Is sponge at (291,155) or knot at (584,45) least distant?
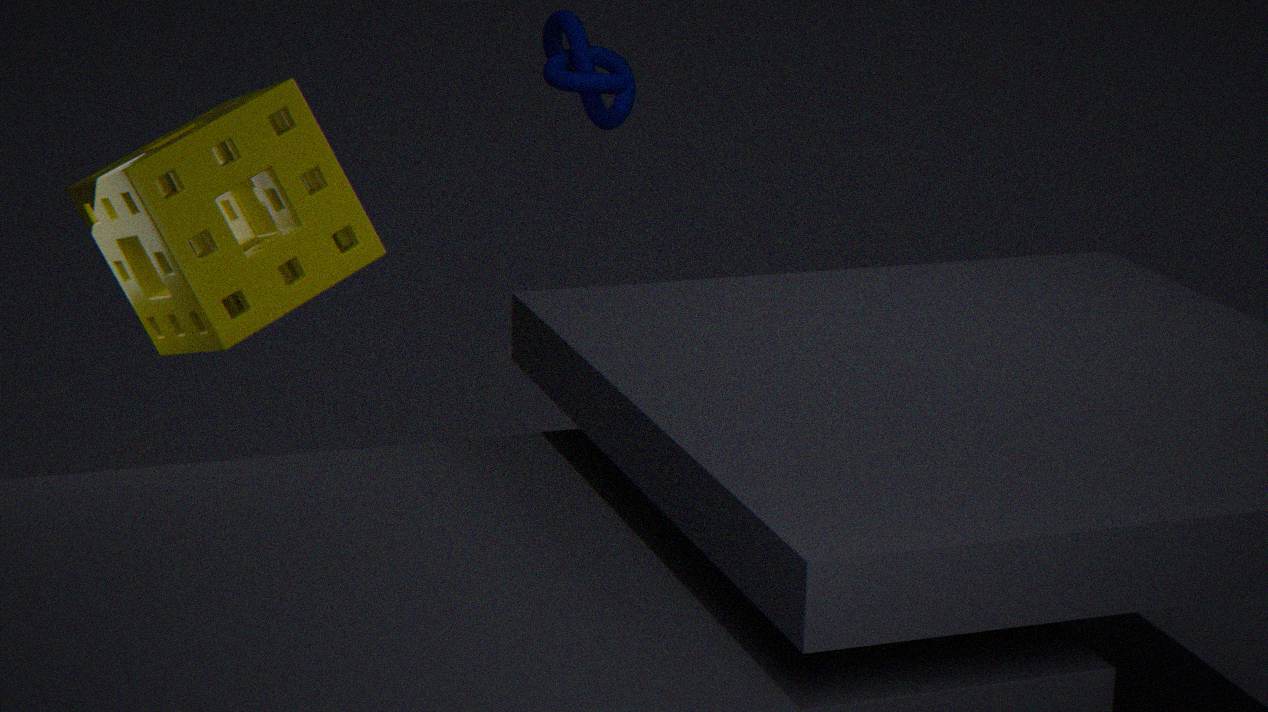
sponge at (291,155)
